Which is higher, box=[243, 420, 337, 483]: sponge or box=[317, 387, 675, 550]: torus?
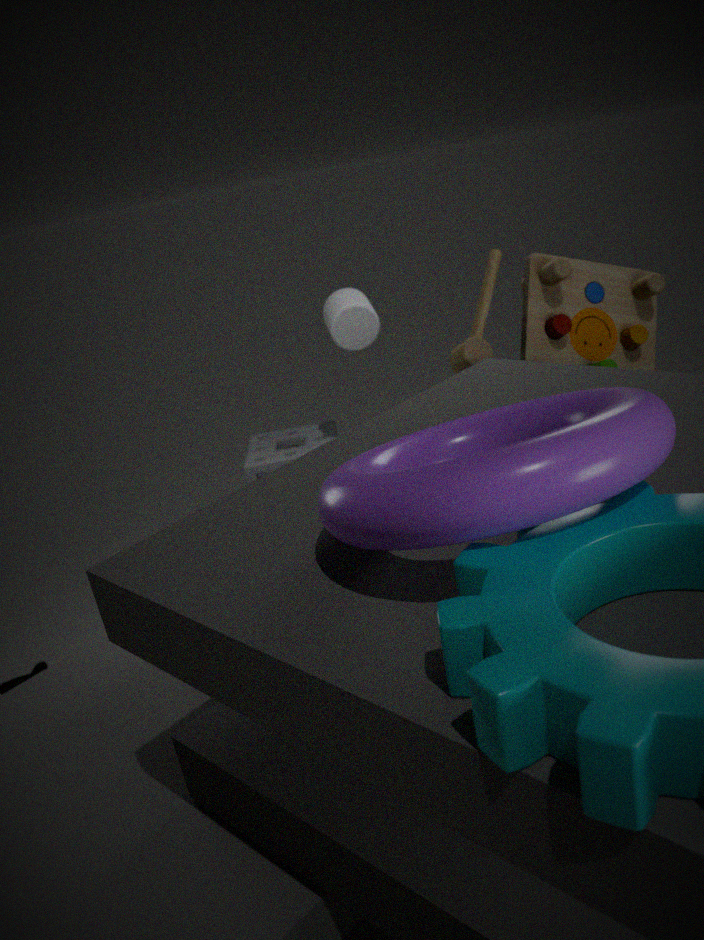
box=[317, 387, 675, 550]: torus
